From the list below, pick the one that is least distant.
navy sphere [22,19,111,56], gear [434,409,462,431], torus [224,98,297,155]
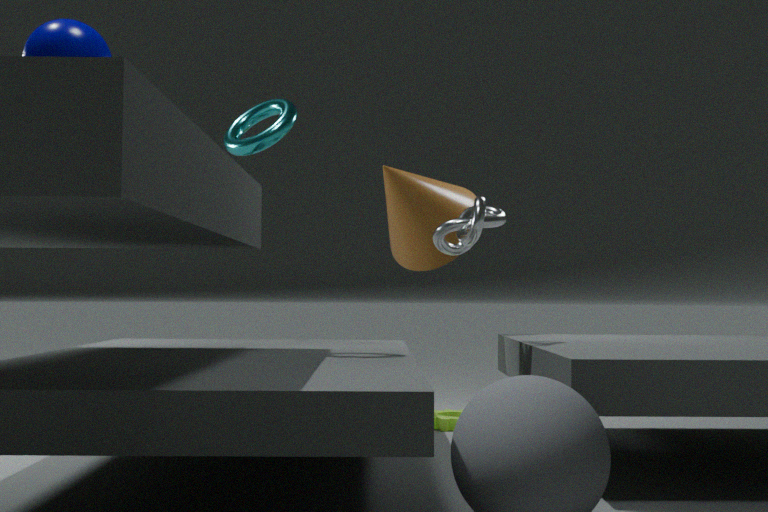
navy sphere [22,19,111,56]
